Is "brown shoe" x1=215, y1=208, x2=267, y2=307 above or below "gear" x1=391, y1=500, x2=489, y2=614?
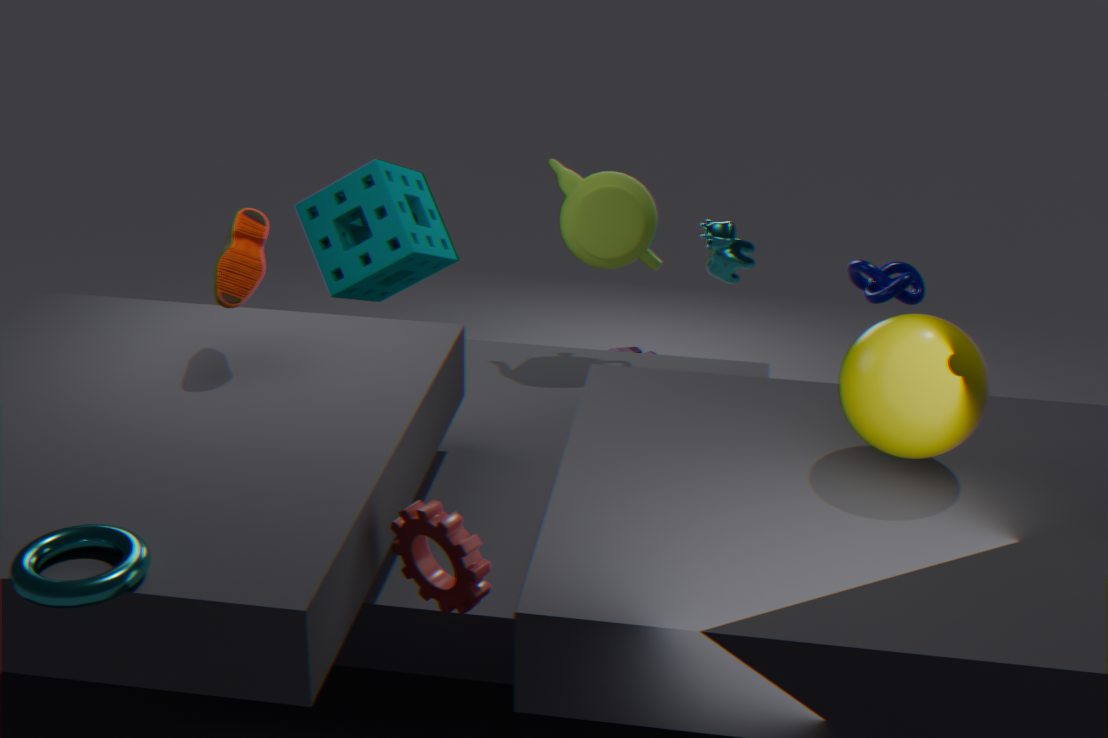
above
